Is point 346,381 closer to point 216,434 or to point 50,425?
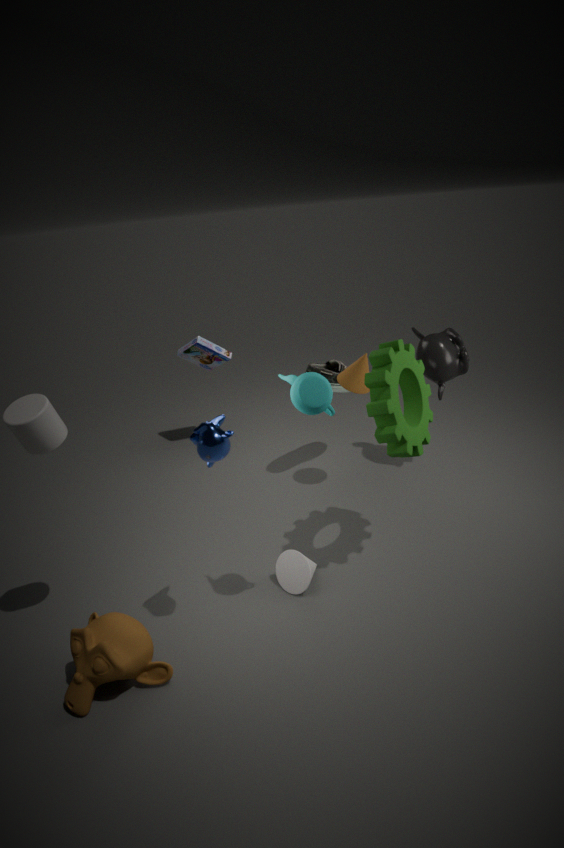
point 216,434
